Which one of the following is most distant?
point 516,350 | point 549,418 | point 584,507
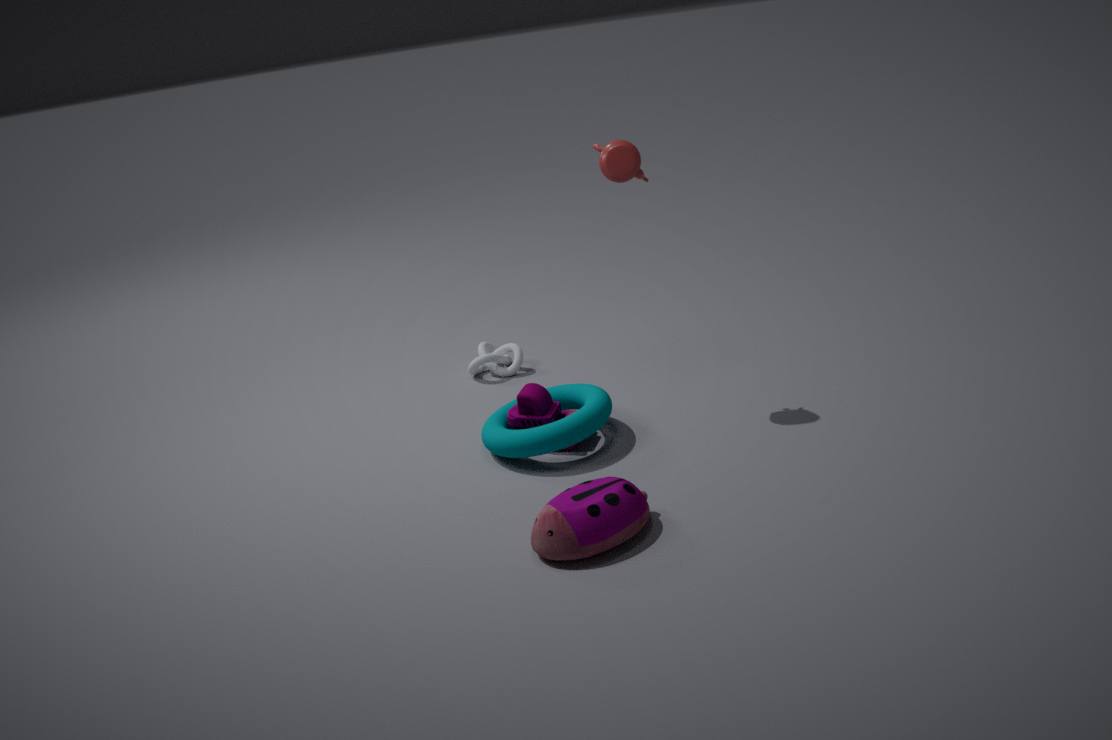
point 516,350
